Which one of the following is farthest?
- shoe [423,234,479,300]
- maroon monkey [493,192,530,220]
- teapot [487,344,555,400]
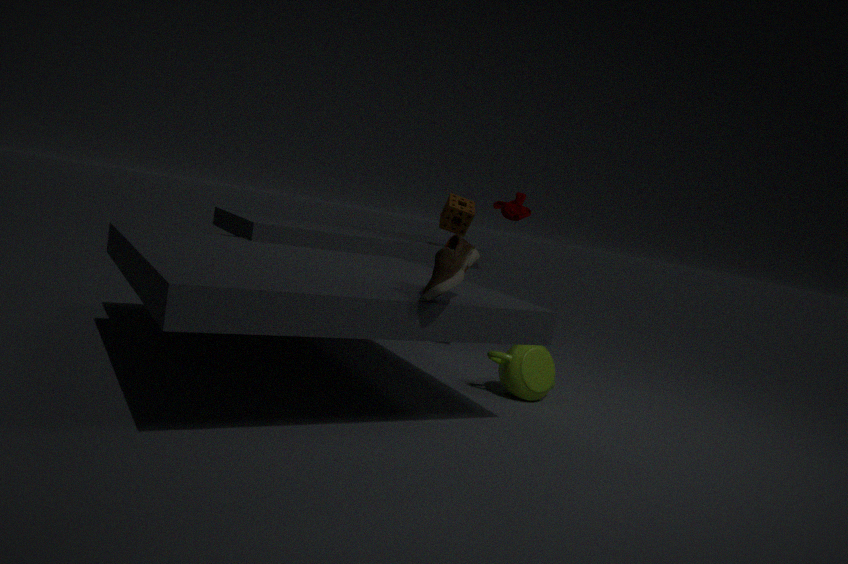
maroon monkey [493,192,530,220]
